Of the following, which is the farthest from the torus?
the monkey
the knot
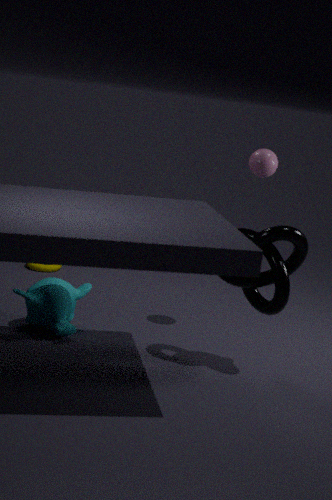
the knot
